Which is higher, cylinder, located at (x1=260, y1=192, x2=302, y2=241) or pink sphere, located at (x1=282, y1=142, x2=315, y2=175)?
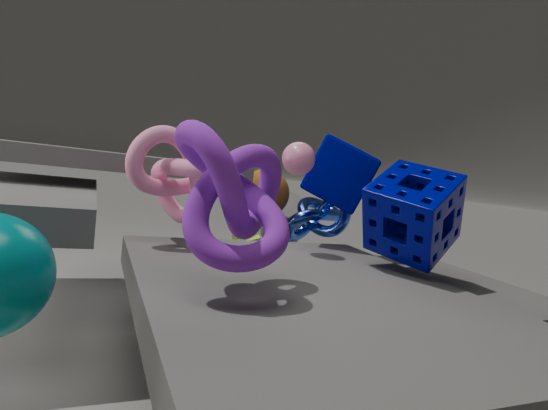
pink sphere, located at (x1=282, y1=142, x2=315, y2=175)
